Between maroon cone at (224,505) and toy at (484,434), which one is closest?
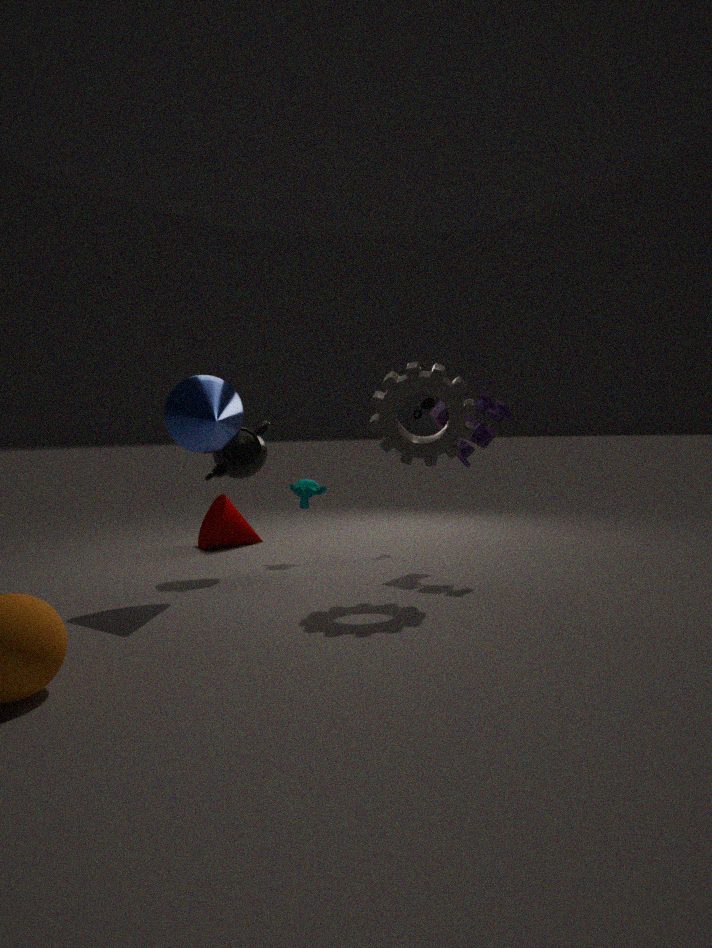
toy at (484,434)
